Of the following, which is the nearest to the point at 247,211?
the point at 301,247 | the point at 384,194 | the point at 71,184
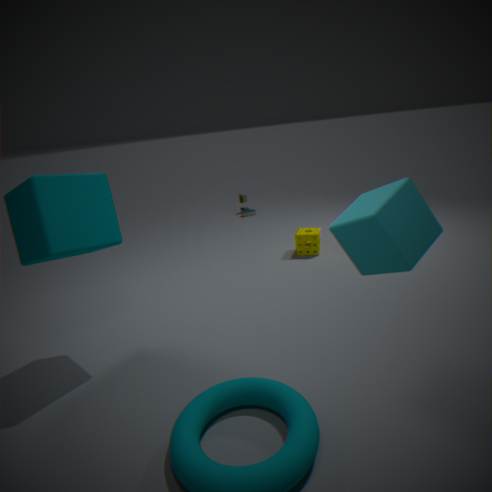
the point at 301,247
